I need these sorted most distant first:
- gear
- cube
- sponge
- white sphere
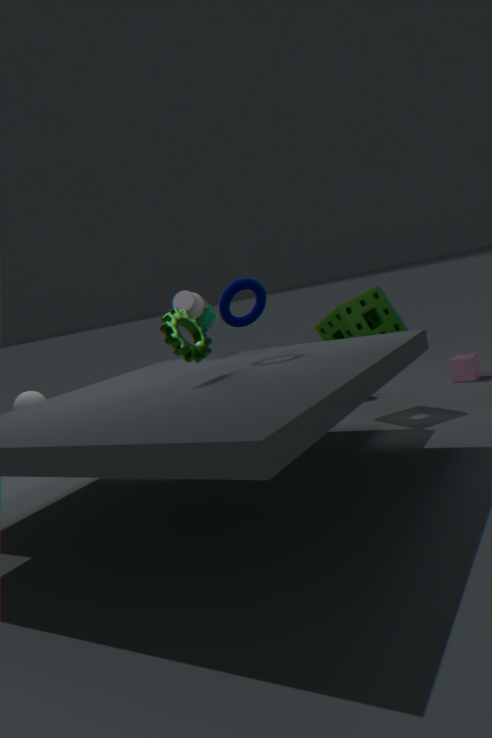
cube → sponge → white sphere → gear
